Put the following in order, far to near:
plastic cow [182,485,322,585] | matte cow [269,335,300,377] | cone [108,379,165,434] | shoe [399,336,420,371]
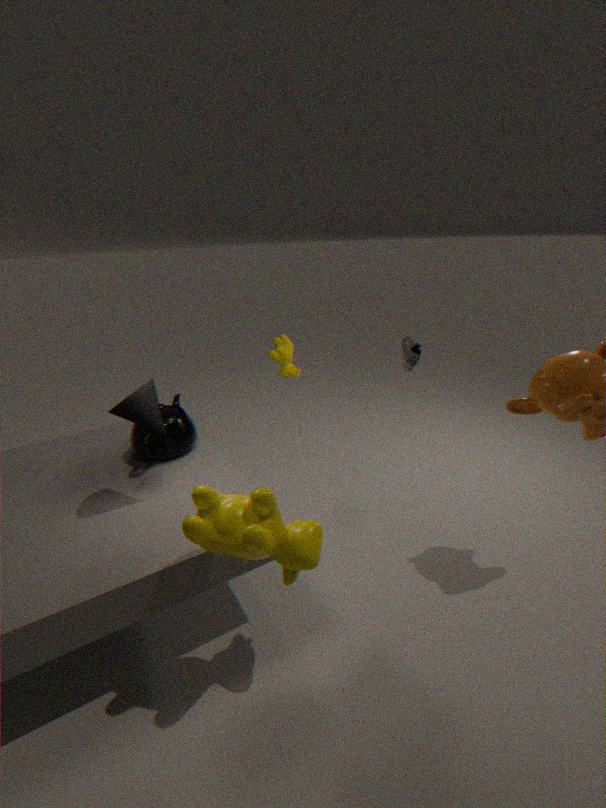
matte cow [269,335,300,377], shoe [399,336,420,371], cone [108,379,165,434], plastic cow [182,485,322,585]
